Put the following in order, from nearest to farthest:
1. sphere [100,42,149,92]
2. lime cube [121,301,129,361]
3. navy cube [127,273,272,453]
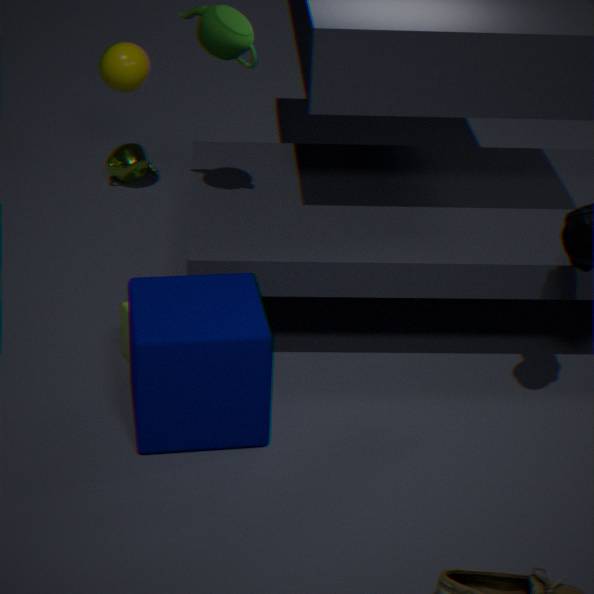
navy cube [127,273,272,453] < lime cube [121,301,129,361] < sphere [100,42,149,92]
